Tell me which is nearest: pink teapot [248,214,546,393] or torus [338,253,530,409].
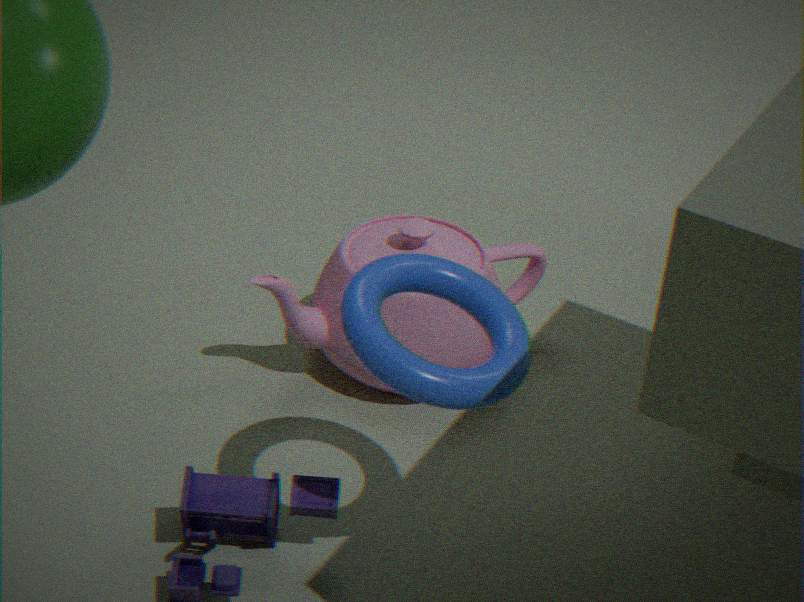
torus [338,253,530,409]
